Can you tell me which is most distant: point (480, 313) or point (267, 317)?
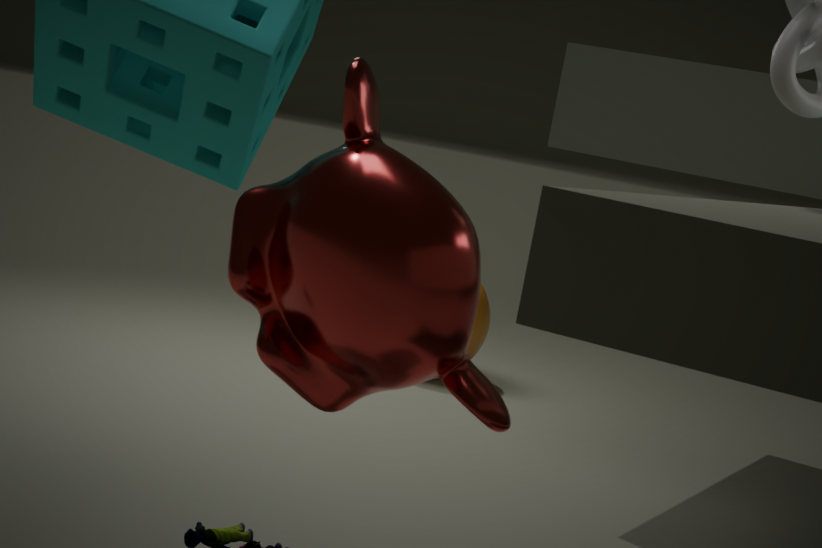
point (480, 313)
